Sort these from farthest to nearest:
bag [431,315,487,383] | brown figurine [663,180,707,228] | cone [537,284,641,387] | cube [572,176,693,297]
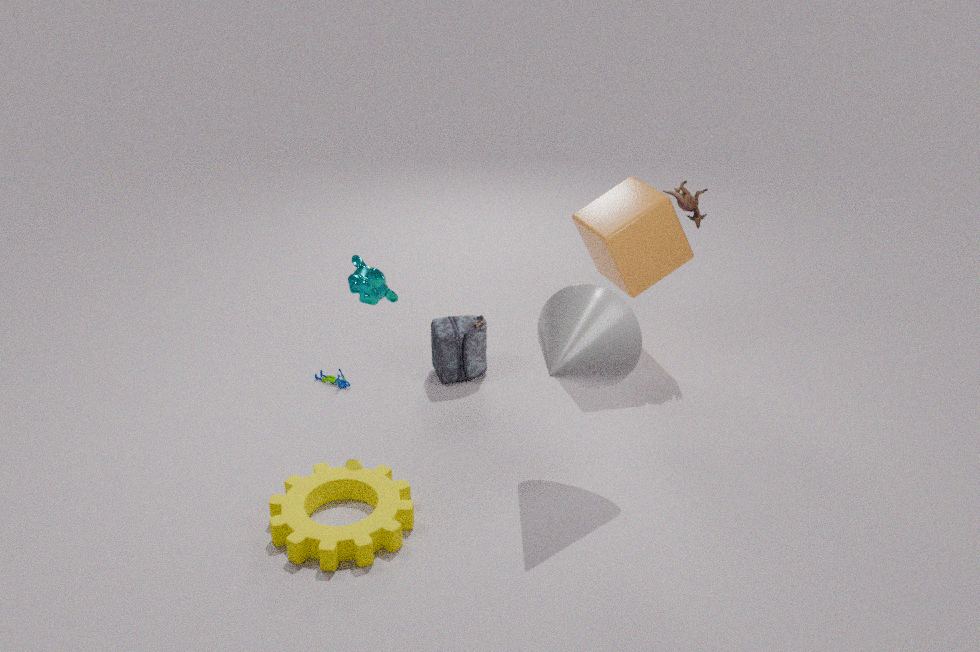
bag [431,315,487,383] → brown figurine [663,180,707,228] → cube [572,176,693,297] → cone [537,284,641,387]
